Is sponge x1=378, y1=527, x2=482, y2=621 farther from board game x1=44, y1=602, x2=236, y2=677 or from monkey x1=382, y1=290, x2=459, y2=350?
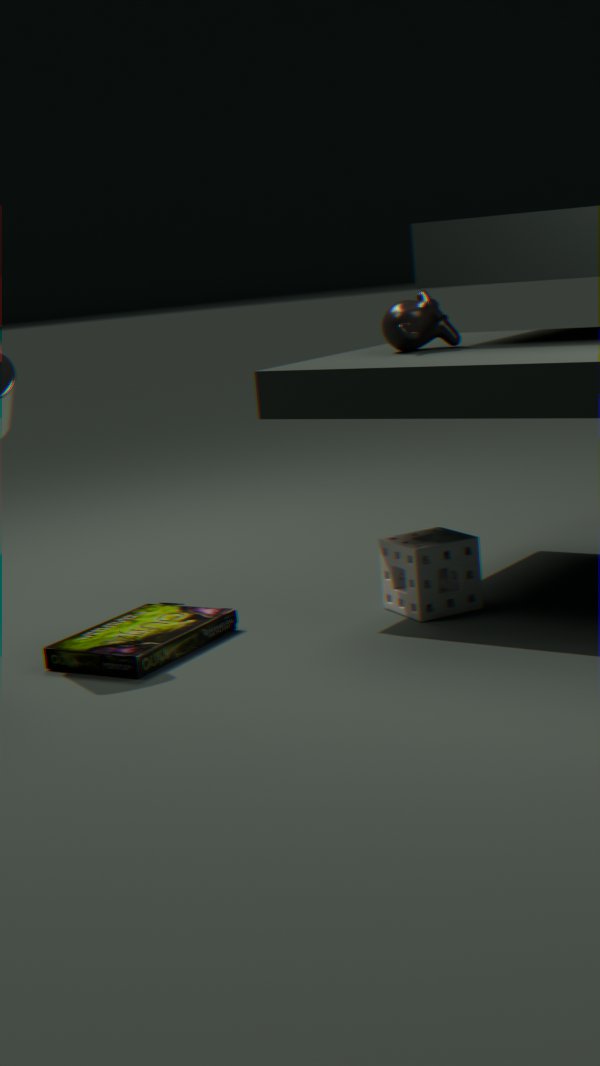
monkey x1=382, y1=290, x2=459, y2=350
